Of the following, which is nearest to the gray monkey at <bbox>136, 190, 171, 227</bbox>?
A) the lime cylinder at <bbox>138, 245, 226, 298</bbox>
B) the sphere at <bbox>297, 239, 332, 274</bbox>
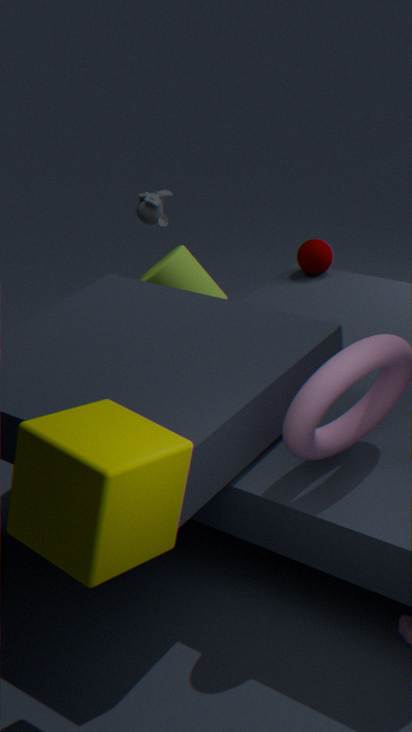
the lime cylinder at <bbox>138, 245, 226, 298</bbox>
